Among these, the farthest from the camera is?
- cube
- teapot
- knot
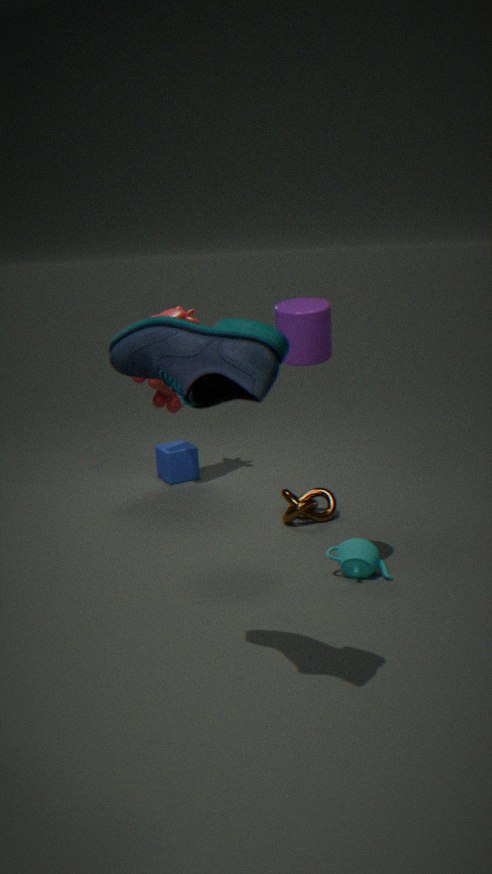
cube
